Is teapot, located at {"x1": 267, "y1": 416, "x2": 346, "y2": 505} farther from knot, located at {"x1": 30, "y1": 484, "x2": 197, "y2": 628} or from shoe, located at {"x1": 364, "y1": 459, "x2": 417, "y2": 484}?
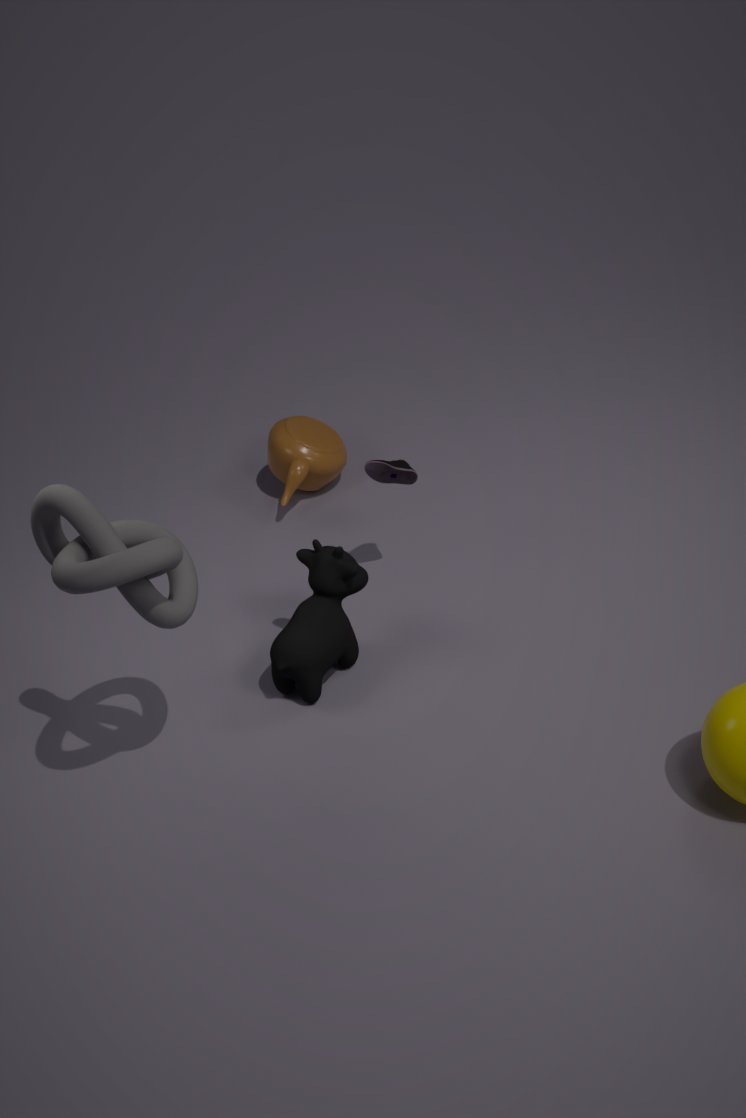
knot, located at {"x1": 30, "y1": 484, "x2": 197, "y2": 628}
